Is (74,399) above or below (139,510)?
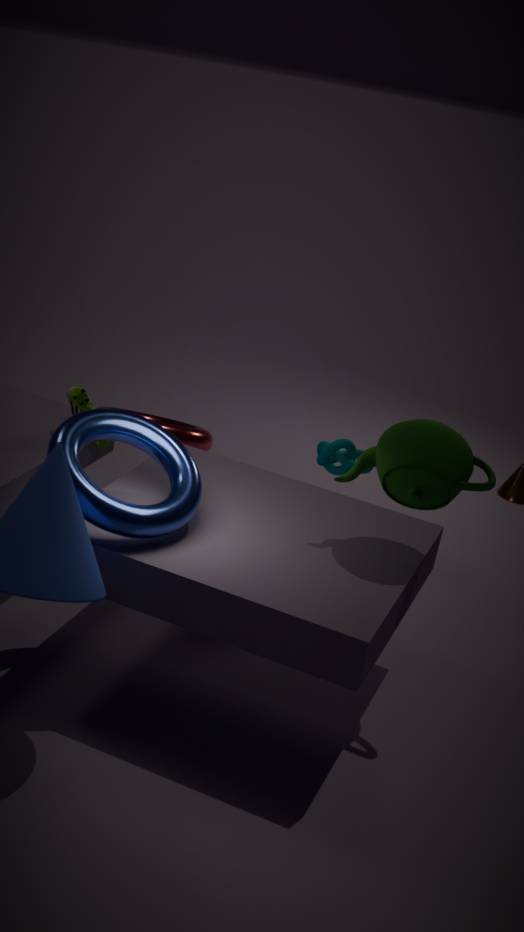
below
